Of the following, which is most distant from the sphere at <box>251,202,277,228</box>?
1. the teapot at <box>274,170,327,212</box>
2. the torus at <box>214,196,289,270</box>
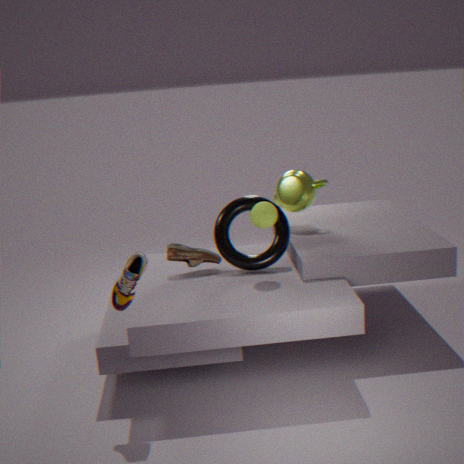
the teapot at <box>274,170,327,212</box>
